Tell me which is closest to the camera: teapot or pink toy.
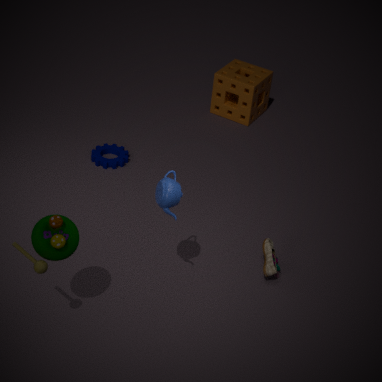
teapot
